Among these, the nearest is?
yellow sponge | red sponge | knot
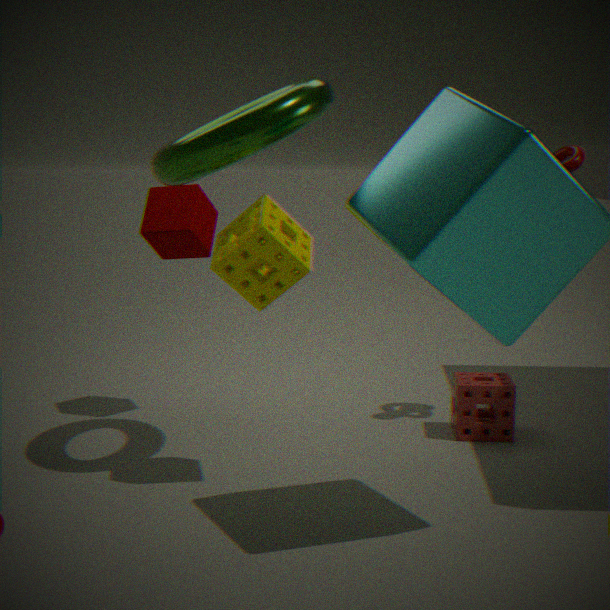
yellow sponge
